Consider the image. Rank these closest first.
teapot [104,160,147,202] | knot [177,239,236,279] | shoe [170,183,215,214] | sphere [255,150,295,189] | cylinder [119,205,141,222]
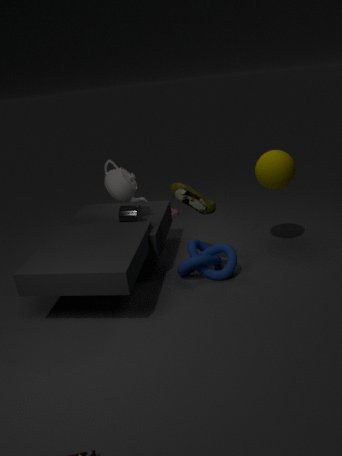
1. knot [177,239,236,279]
2. shoe [170,183,215,214]
3. sphere [255,150,295,189]
4. teapot [104,160,147,202]
5. cylinder [119,205,141,222]
